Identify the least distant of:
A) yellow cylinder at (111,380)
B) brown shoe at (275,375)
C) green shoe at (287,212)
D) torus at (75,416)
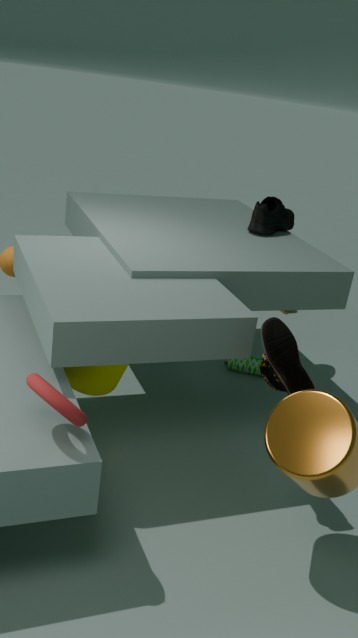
torus at (75,416)
